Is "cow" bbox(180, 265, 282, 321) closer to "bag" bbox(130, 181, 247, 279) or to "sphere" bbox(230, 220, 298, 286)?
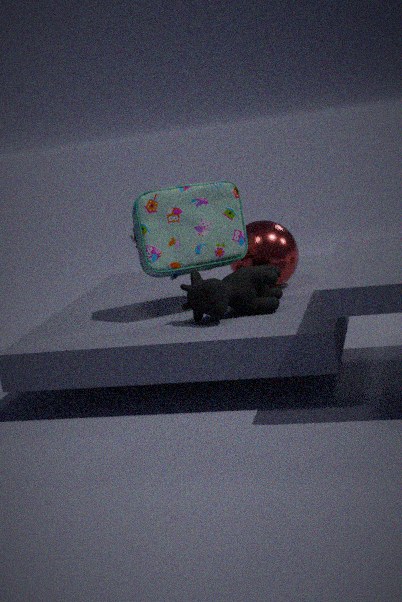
"bag" bbox(130, 181, 247, 279)
